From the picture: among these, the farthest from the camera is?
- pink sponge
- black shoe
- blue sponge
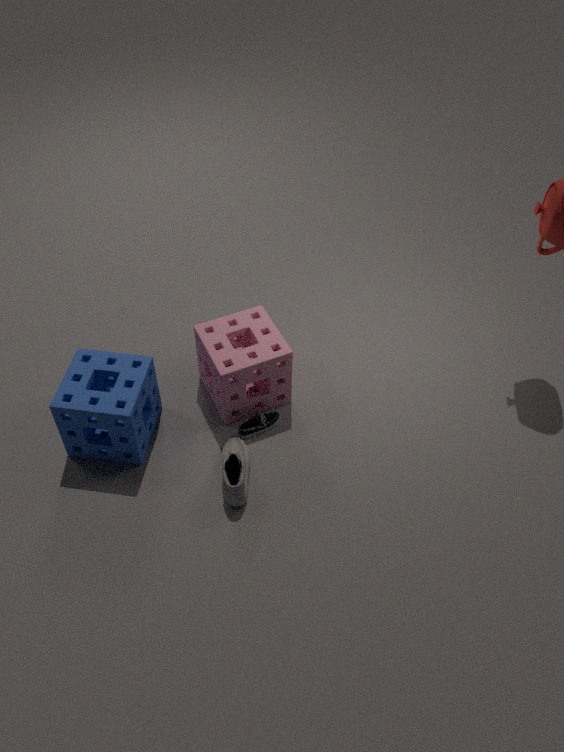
black shoe
